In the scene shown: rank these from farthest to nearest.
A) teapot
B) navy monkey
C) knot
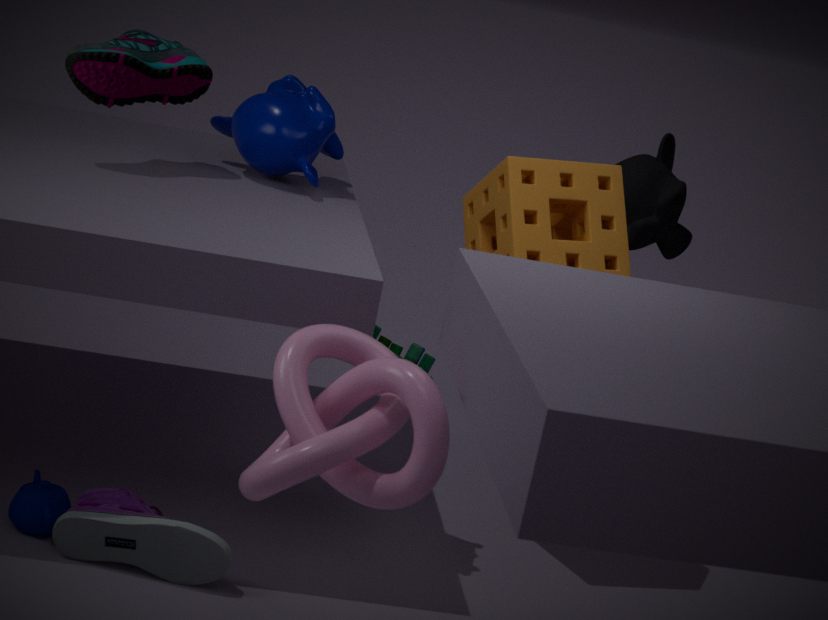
navy monkey → teapot → knot
